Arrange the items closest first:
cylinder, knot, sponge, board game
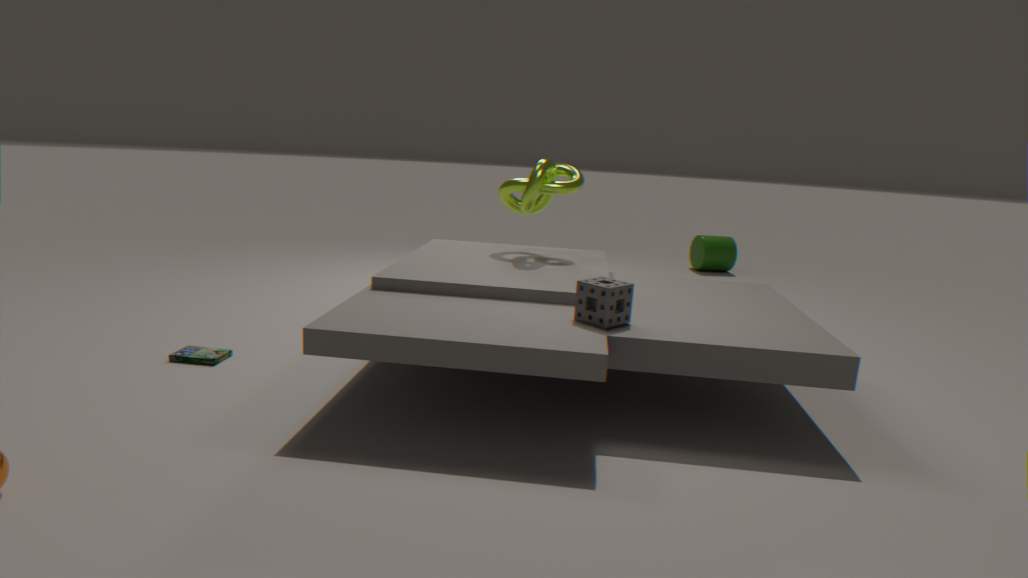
sponge
board game
knot
cylinder
